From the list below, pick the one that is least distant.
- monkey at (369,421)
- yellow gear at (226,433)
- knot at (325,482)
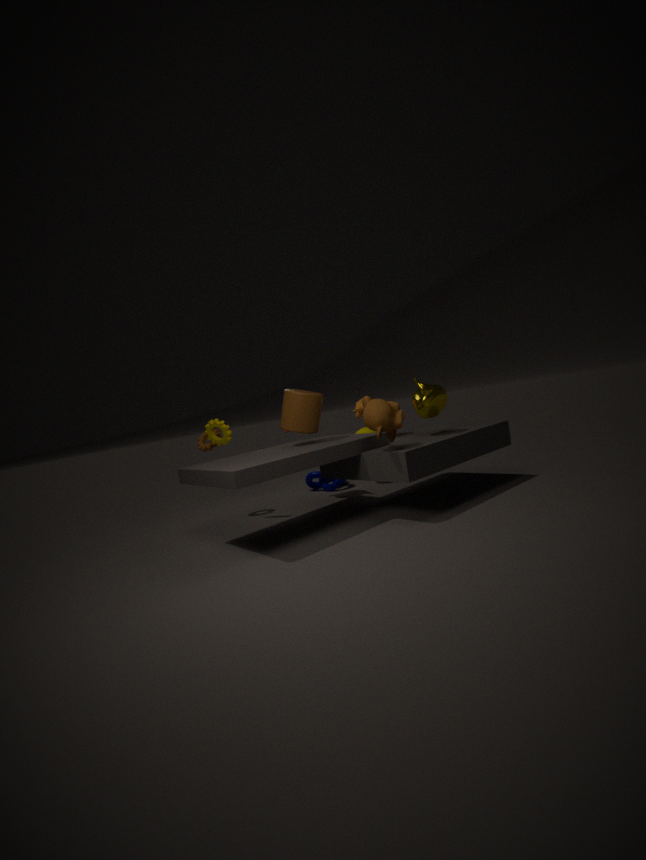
monkey at (369,421)
